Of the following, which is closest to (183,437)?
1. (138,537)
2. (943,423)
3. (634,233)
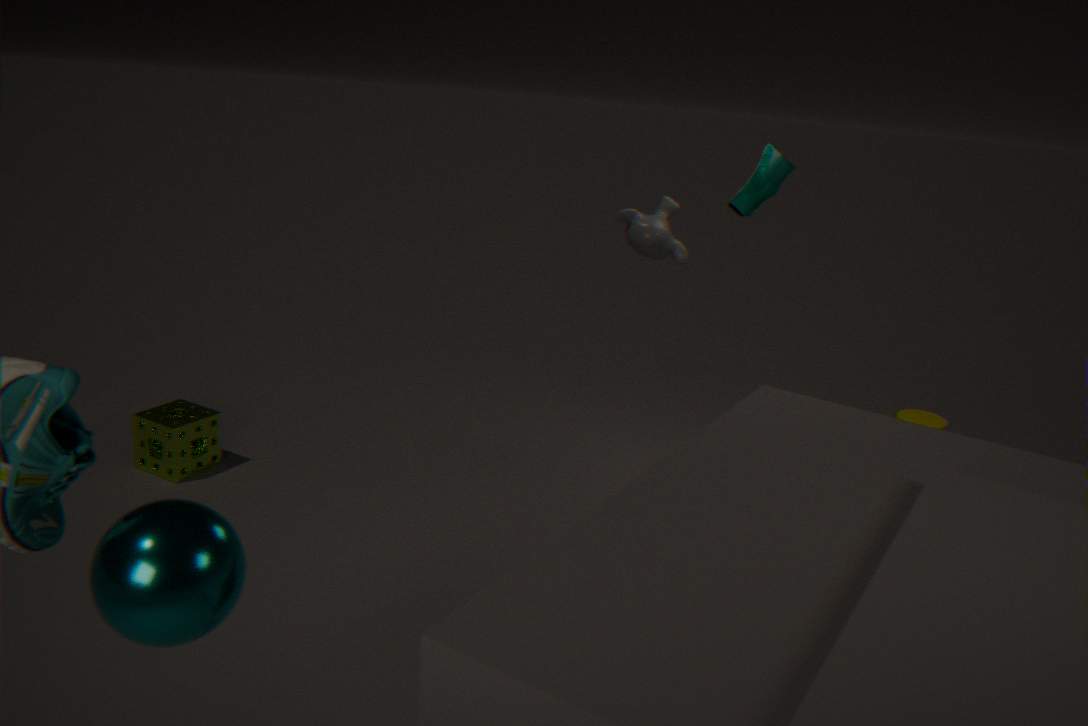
(634,233)
